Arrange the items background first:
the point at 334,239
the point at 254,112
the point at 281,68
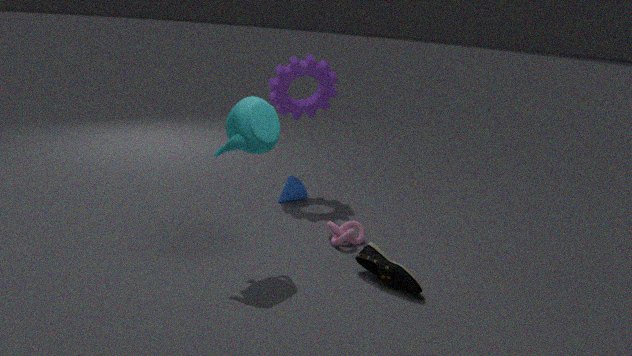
the point at 281,68 → the point at 334,239 → the point at 254,112
